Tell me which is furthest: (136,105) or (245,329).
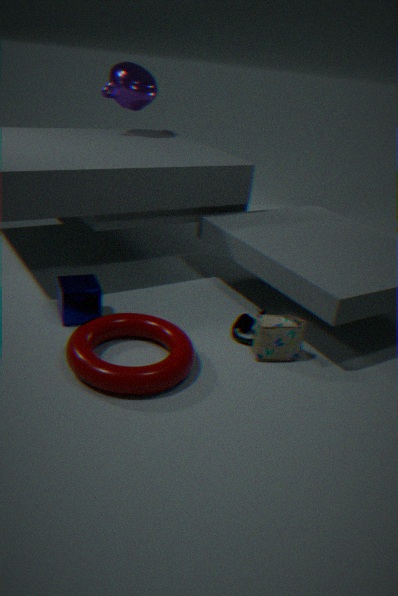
(136,105)
